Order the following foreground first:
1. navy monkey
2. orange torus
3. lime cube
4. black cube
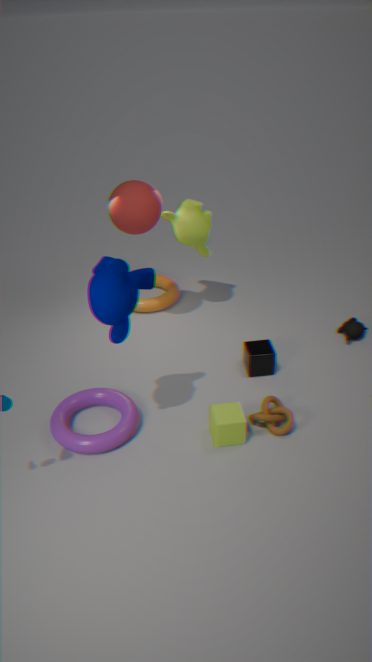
1. navy monkey
2. lime cube
3. black cube
4. orange torus
